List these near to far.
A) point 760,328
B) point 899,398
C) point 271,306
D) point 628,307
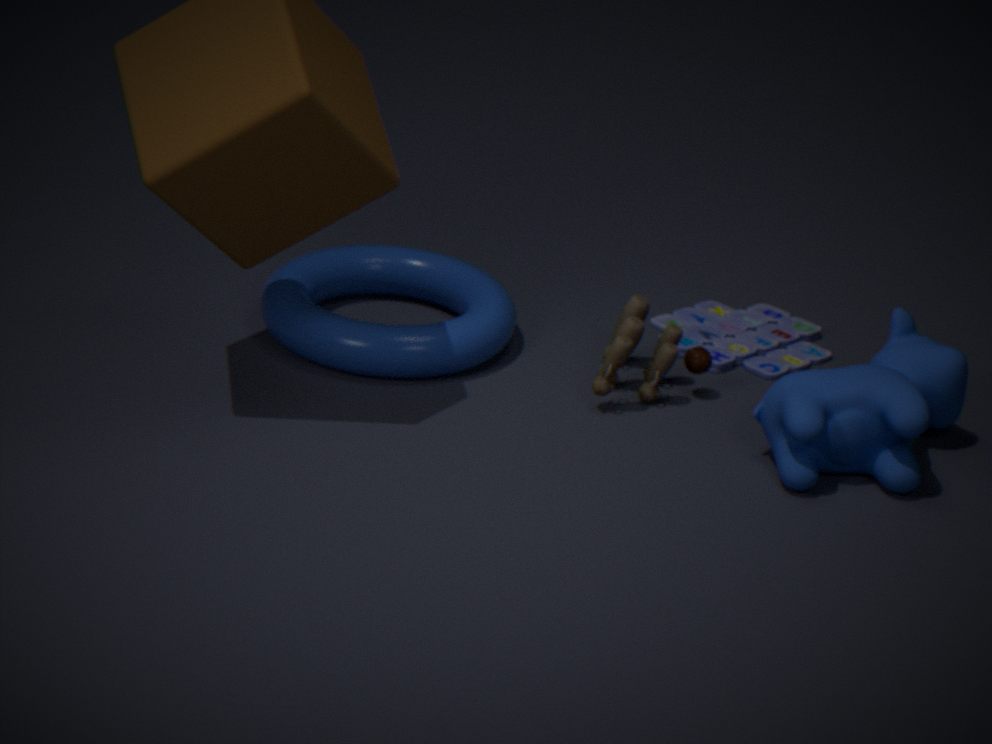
point 899,398 < point 271,306 < point 628,307 < point 760,328
